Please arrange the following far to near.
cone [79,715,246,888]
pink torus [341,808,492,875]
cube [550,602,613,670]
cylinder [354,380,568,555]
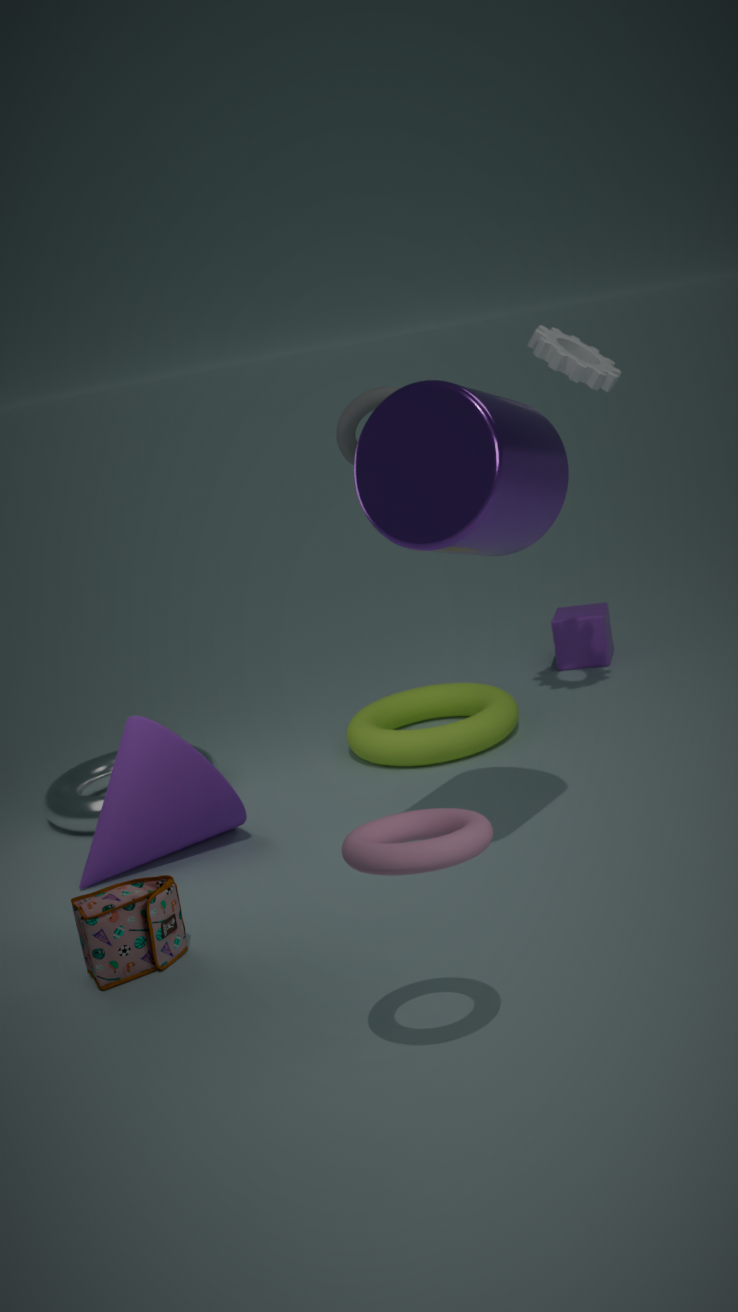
1. cube [550,602,613,670]
2. cone [79,715,246,888]
3. cylinder [354,380,568,555]
4. pink torus [341,808,492,875]
